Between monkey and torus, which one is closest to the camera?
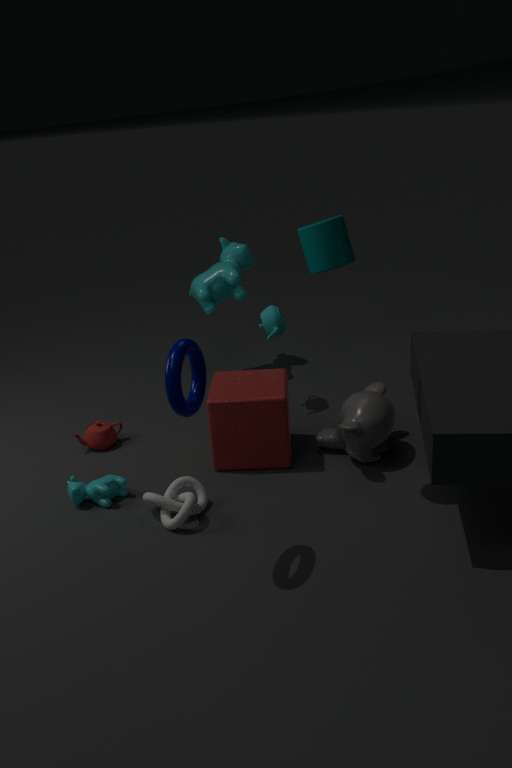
torus
